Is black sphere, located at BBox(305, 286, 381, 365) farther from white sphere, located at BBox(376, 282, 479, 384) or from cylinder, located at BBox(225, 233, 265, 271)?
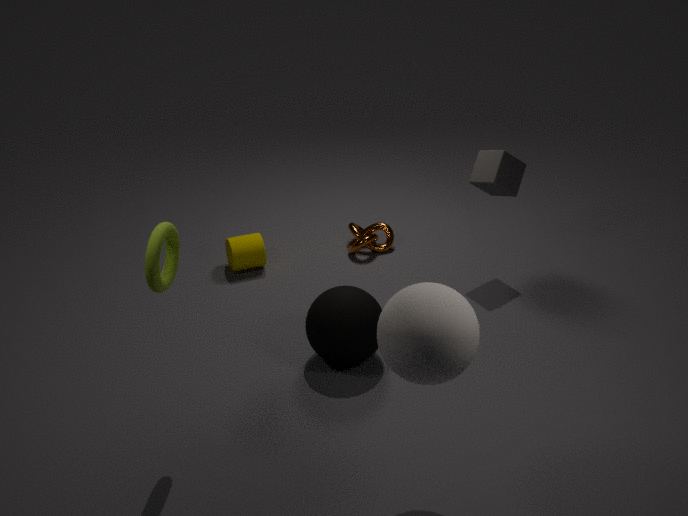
cylinder, located at BBox(225, 233, 265, 271)
